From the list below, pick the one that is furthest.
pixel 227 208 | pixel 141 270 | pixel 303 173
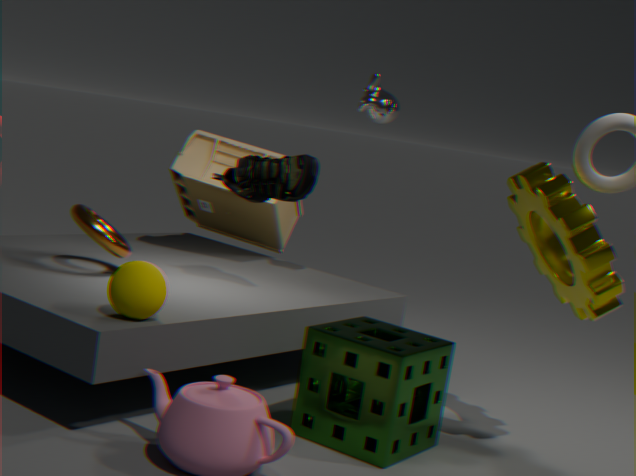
pixel 227 208
